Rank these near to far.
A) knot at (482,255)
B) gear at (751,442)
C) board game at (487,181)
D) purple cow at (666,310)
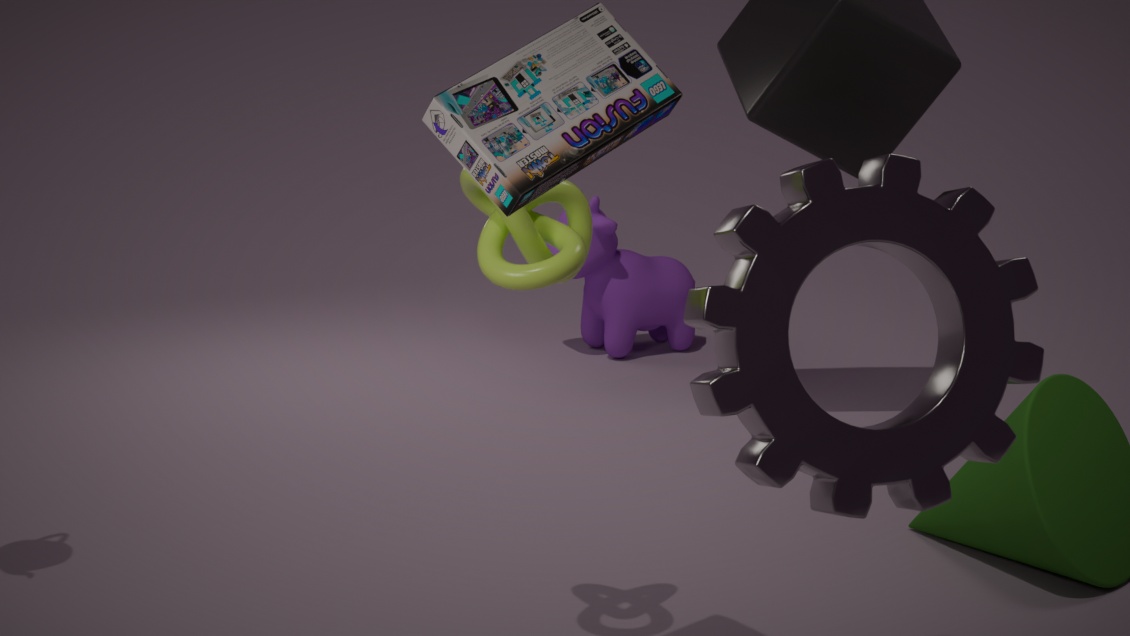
board game at (487,181) → gear at (751,442) → knot at (482,255) → purple cow at (666,310)
